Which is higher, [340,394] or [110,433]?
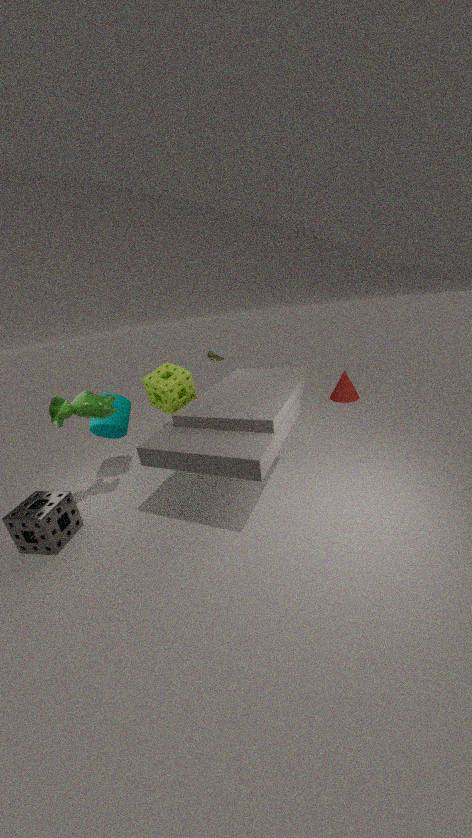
[110,433]
